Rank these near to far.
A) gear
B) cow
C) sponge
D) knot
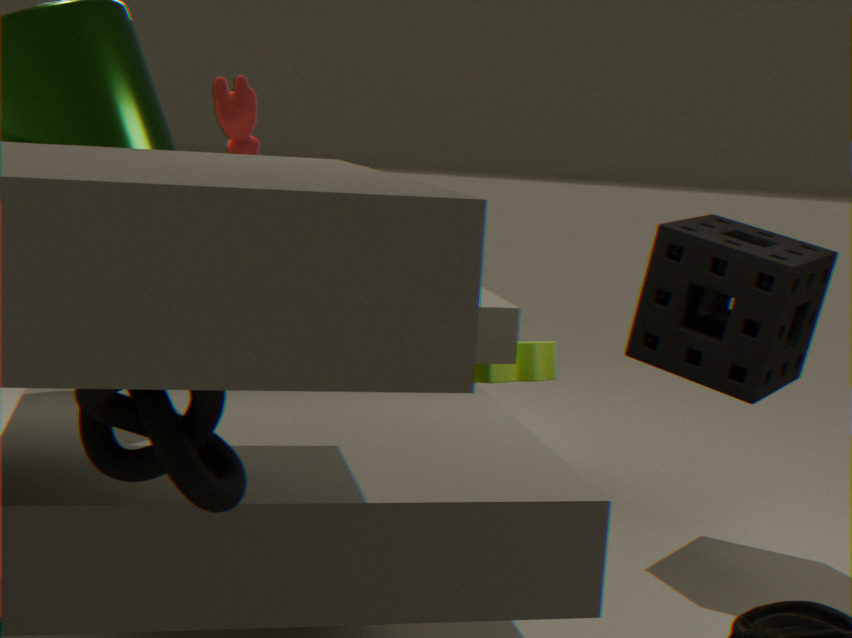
knot → sponge → gear → cow
